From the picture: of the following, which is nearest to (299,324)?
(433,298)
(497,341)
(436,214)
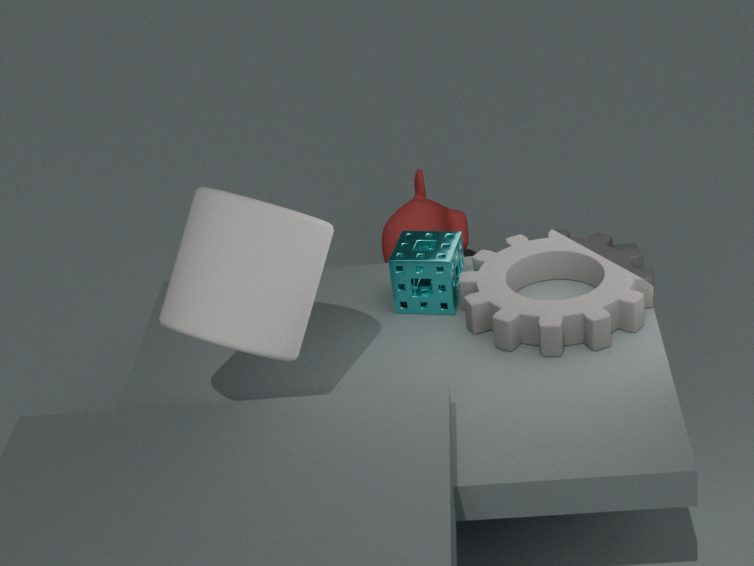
(433,298)
